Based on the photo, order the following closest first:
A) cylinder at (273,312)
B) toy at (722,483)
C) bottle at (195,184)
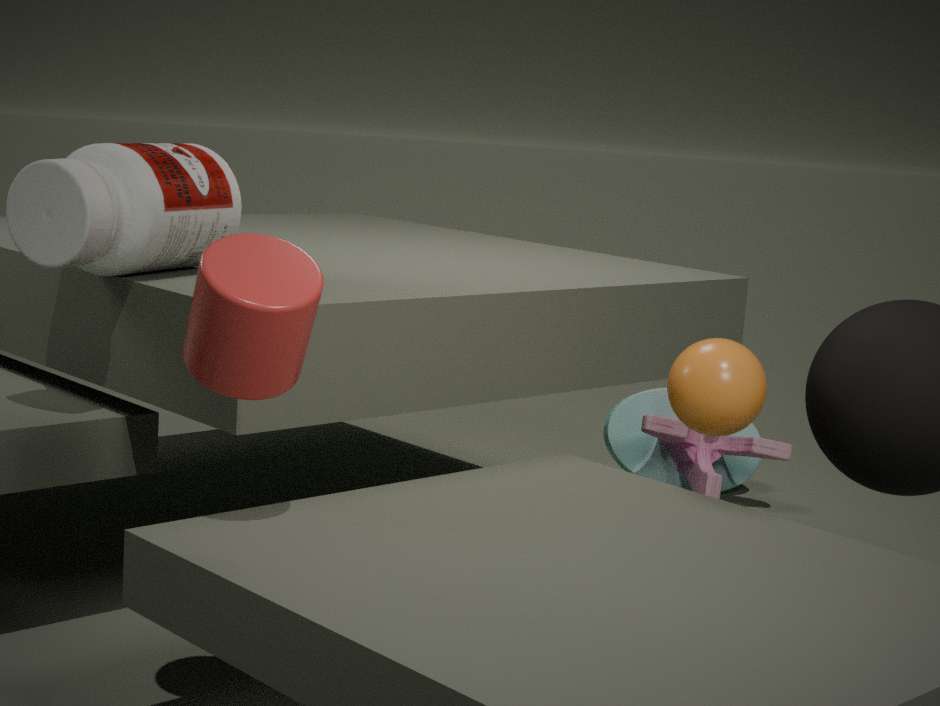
cylinder at (273,312) < bottle at (195,184) < toy at (722,483)
